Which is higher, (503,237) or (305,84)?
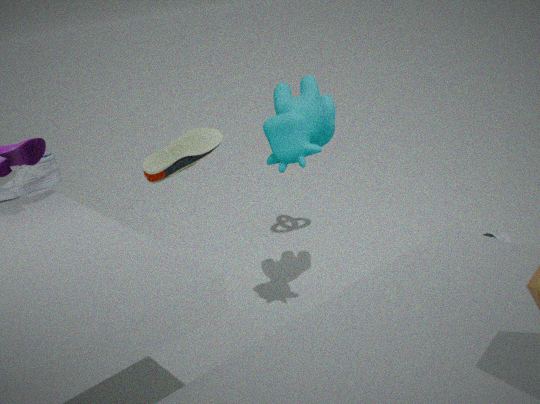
(305,84)
